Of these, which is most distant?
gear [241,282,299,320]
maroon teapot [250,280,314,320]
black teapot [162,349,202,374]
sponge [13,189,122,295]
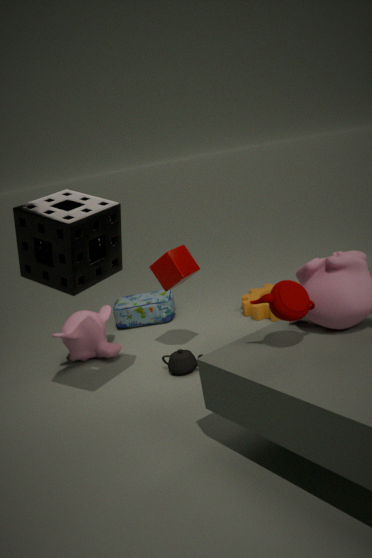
gear [241,282,299,320]
